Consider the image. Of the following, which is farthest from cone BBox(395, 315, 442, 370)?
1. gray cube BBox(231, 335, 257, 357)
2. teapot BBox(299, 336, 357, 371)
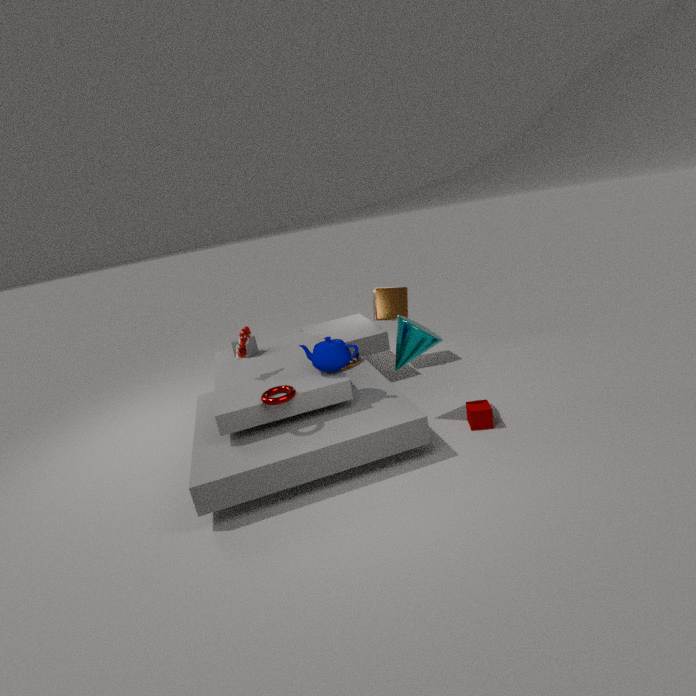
gray cube BBox(231, 335, 257, 357)
